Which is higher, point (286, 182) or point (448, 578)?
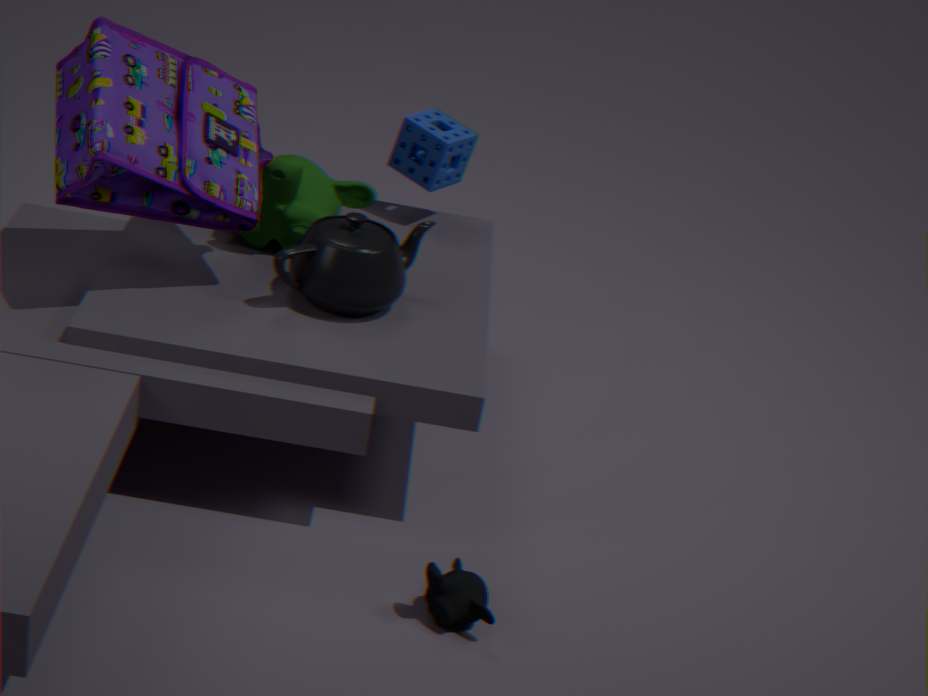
point (286, 182)
